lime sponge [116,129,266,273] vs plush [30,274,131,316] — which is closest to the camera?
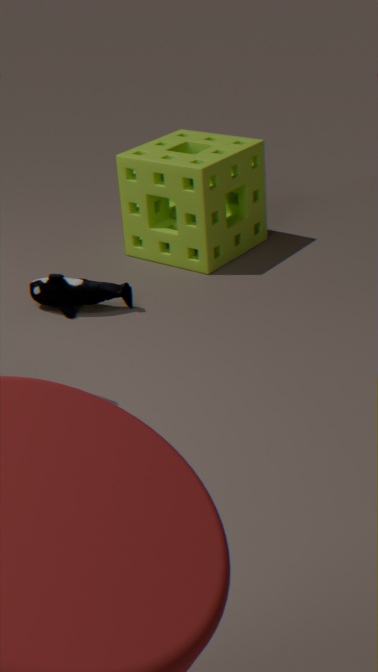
plush [30,274,131,316]
